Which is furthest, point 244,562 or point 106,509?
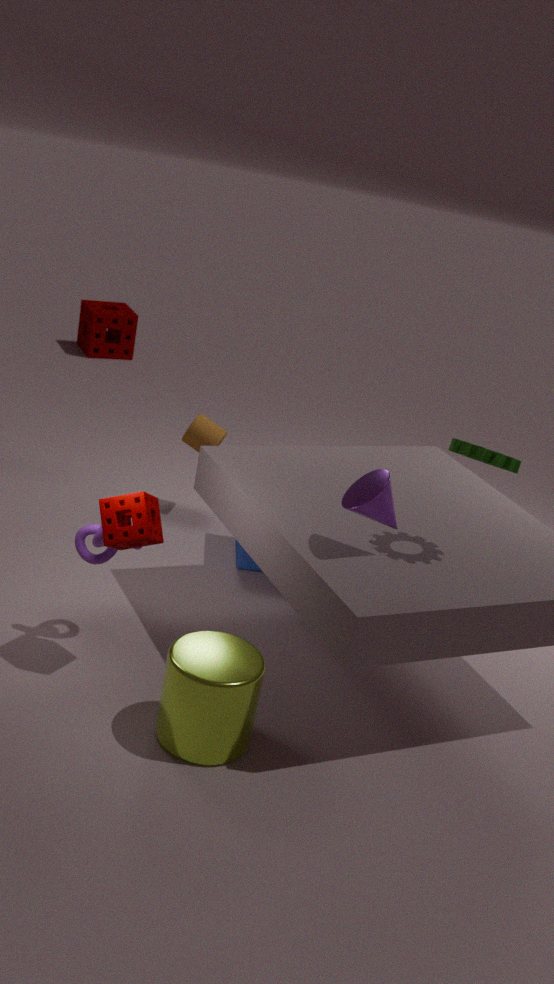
point 244,562
